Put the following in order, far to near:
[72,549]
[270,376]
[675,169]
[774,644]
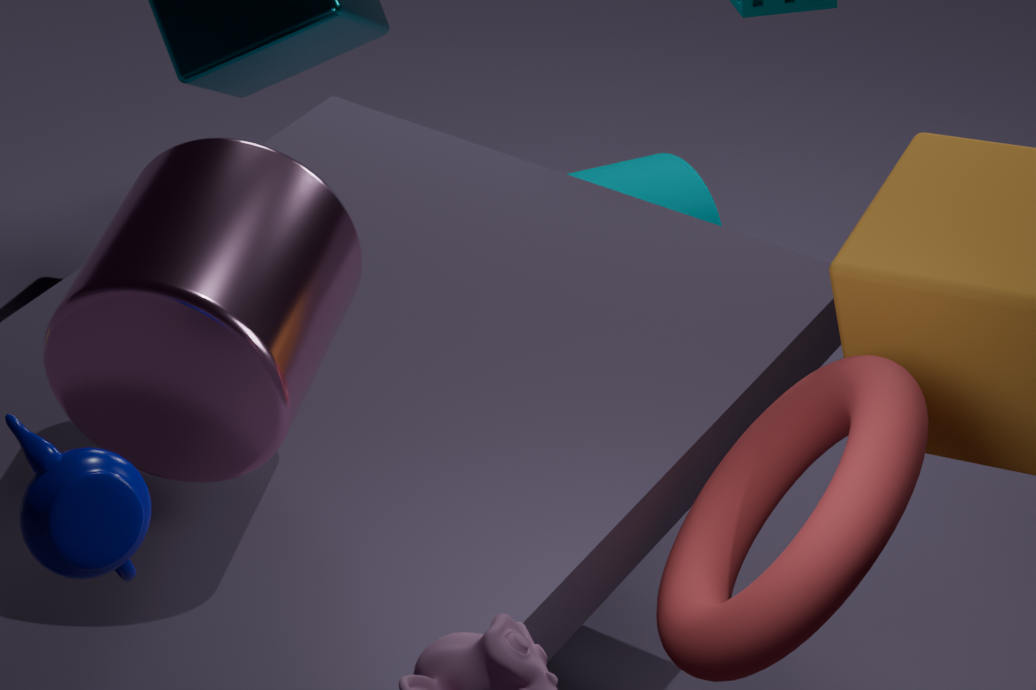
1. [675,169]
2. [774,644]
3. [270,376]
4. [72,549]
